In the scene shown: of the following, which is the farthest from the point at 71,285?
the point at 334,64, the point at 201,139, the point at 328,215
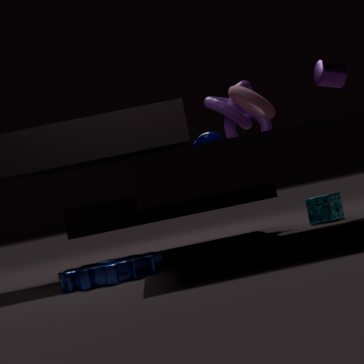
the point at 334,64
